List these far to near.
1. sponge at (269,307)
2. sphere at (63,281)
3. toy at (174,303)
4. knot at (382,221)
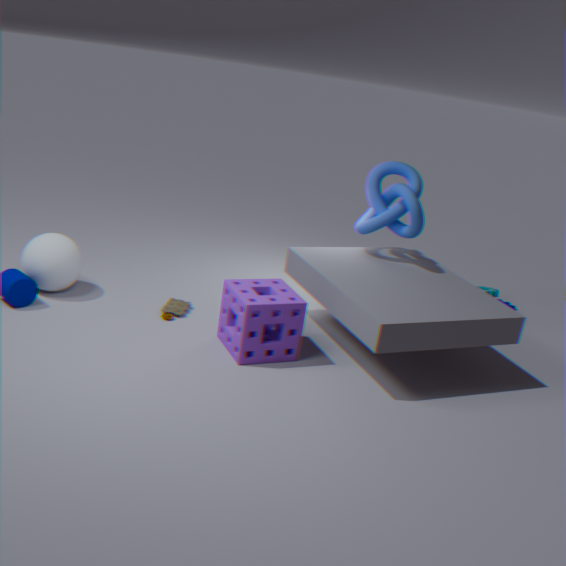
knot at (382,221), toy at (174,303), sphere at (63,281), sponge at (269,307)
